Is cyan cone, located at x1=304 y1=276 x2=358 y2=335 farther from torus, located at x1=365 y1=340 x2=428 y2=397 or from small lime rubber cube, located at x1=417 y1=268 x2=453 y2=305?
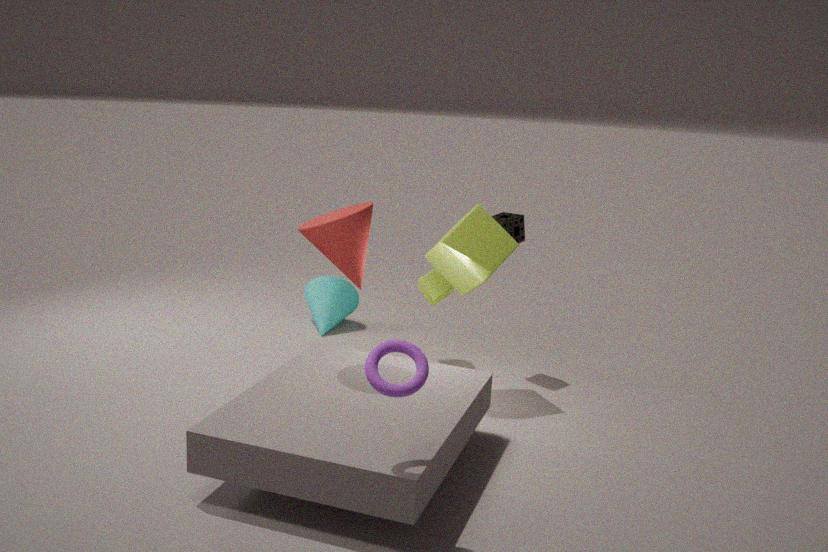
torus, located at x1=365 y1=340 x2=428 y2=397
